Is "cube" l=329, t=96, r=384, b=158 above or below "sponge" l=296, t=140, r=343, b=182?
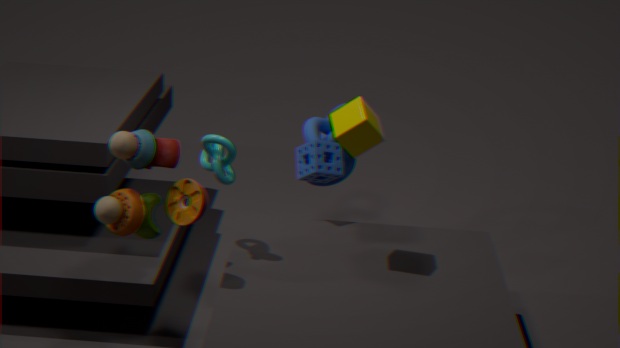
above
